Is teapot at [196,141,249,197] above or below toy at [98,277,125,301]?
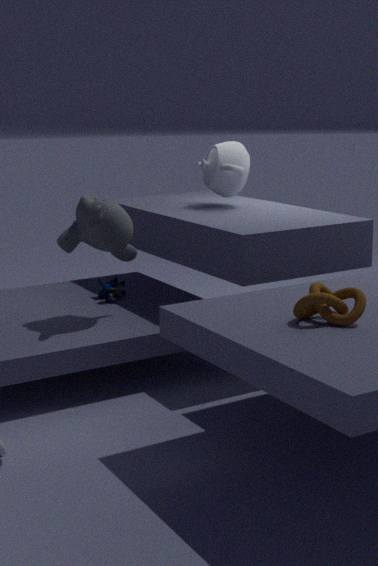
above
